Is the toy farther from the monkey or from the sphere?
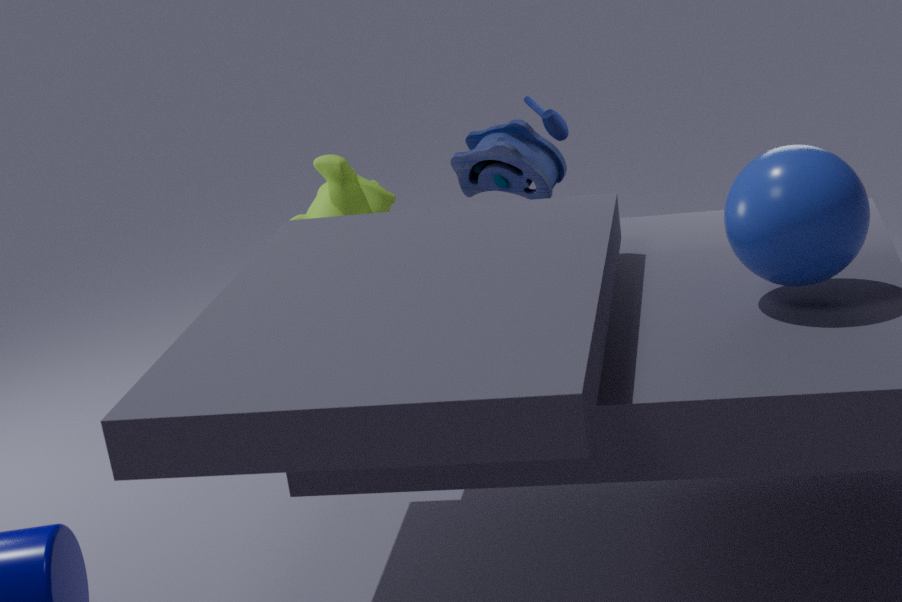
the sphere
